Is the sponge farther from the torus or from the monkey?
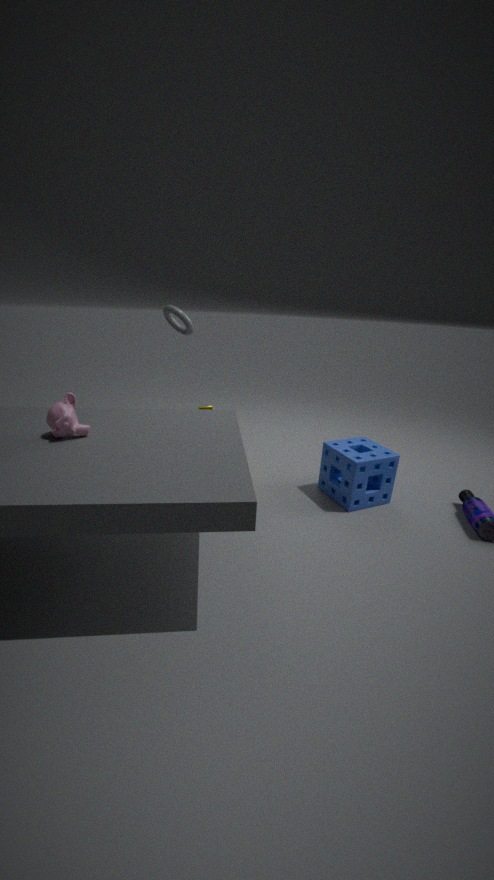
the monkey
